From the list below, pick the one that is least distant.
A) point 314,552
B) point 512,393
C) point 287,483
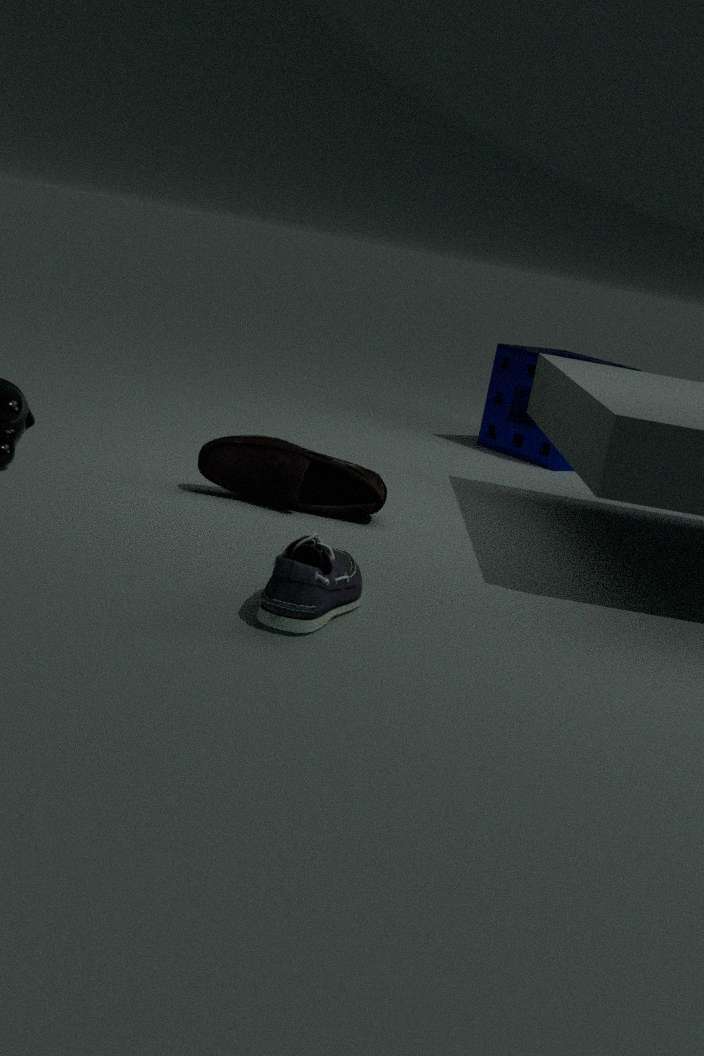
point 314,552
